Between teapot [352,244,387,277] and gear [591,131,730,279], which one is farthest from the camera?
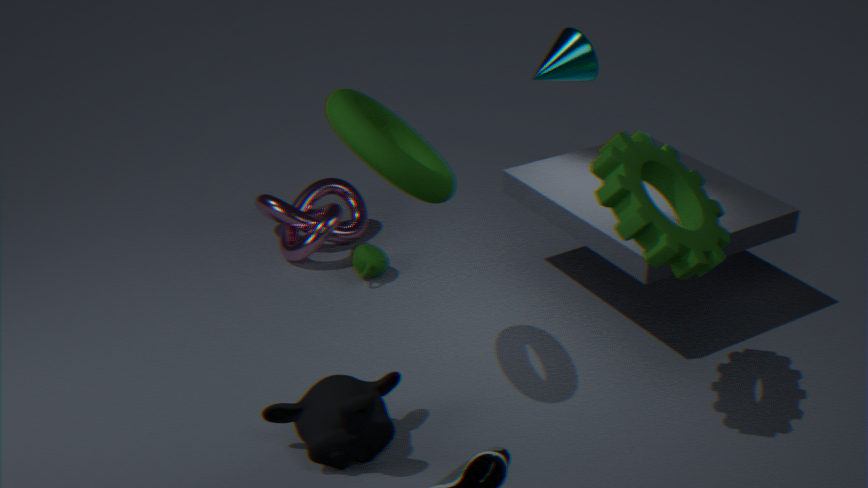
teapot [352,244,387,277]
